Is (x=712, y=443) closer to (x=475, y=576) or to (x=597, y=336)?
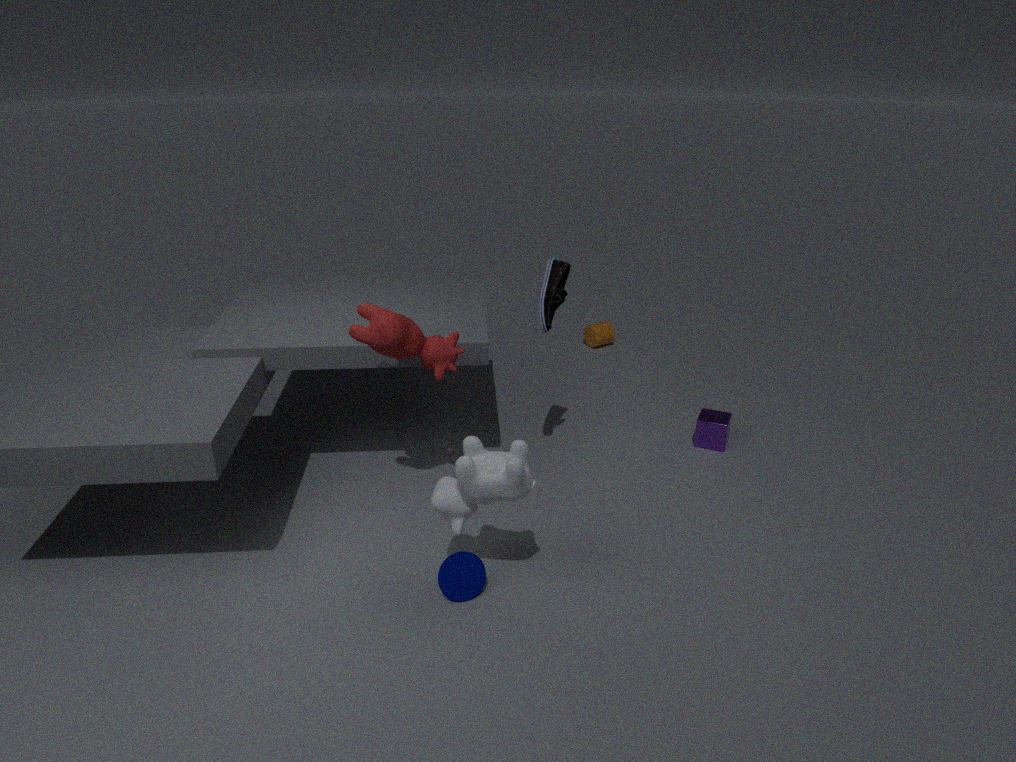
(x=597, y=336)
